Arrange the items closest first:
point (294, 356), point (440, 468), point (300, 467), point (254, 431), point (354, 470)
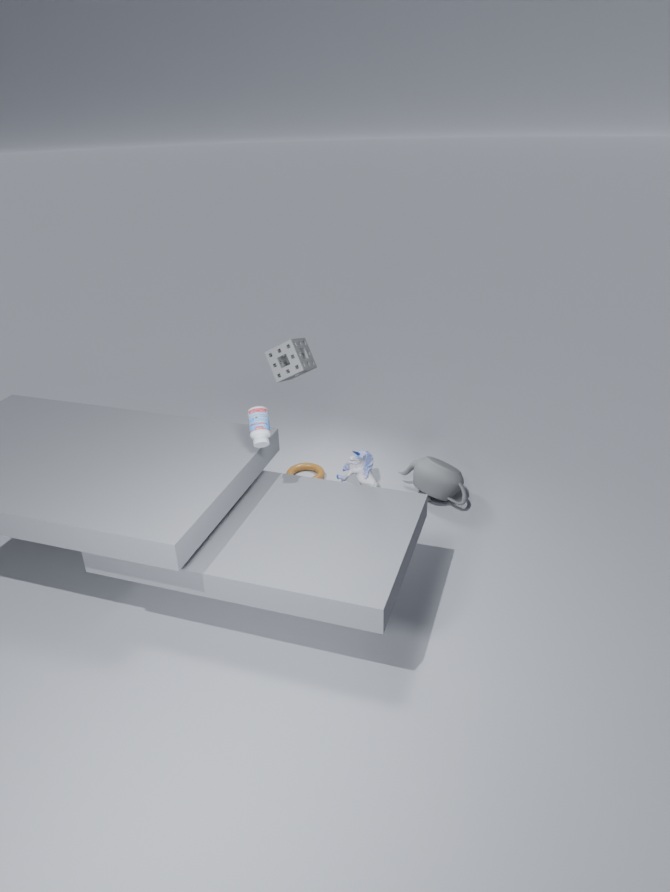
point (254, 431), point (294, 356), point (354, 470), point (440, 468), point (300, 467)
